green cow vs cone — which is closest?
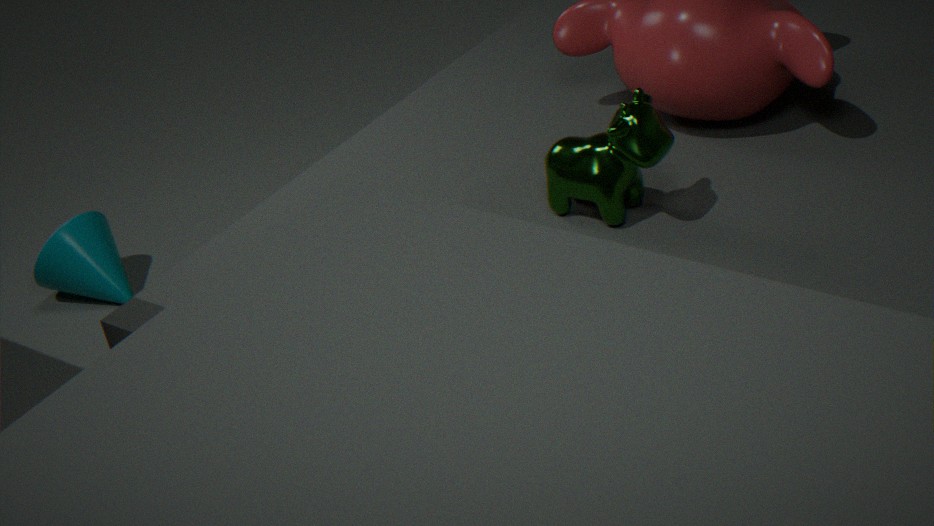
green cow
